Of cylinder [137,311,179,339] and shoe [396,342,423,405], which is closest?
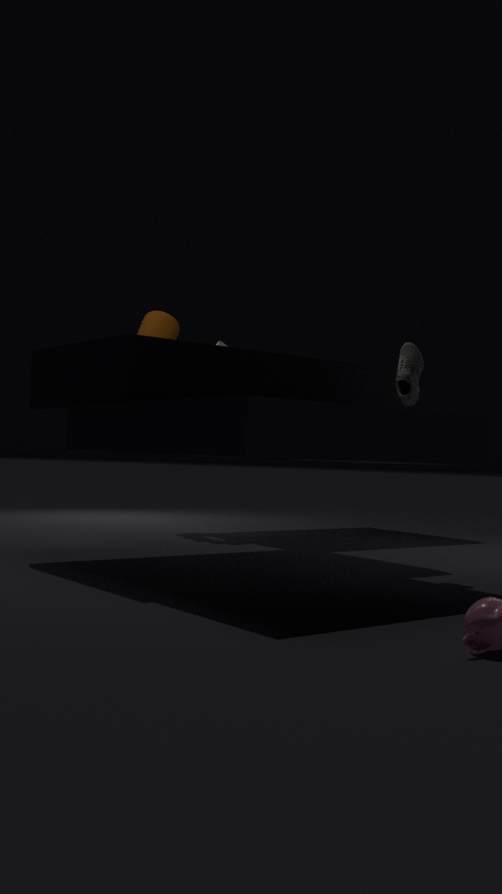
shoe [396,342,423,405]
